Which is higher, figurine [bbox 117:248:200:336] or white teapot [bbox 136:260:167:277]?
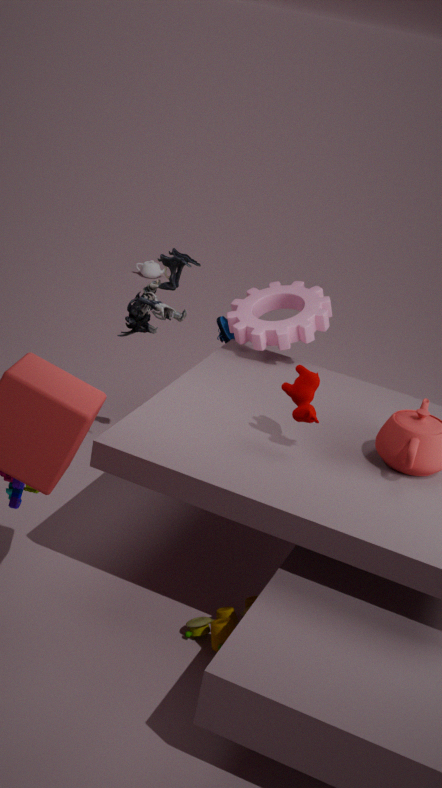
figurine [bbox 117:248:200:336]
